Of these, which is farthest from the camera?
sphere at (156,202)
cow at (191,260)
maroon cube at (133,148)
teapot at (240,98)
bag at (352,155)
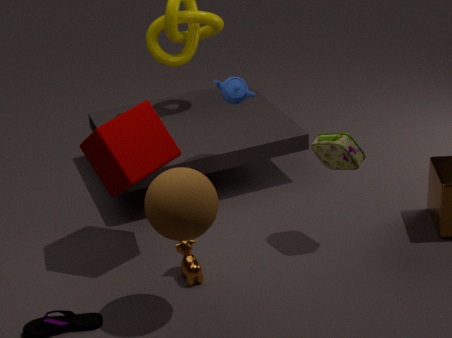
teapot at (240,98)
